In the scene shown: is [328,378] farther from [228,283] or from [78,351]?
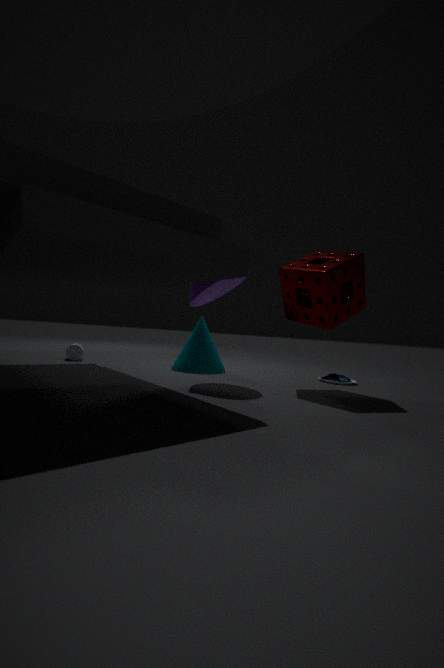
[78,351]
